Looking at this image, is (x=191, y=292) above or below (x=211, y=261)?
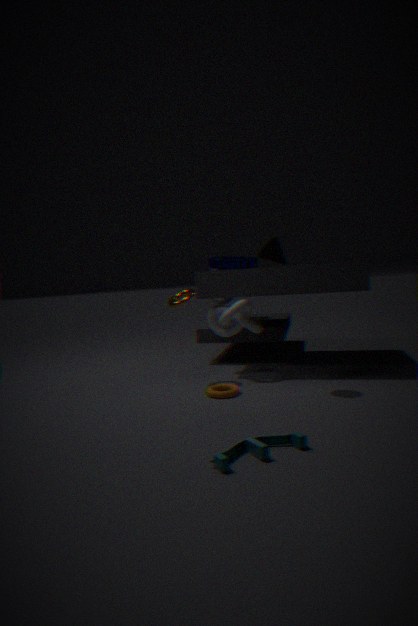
below
